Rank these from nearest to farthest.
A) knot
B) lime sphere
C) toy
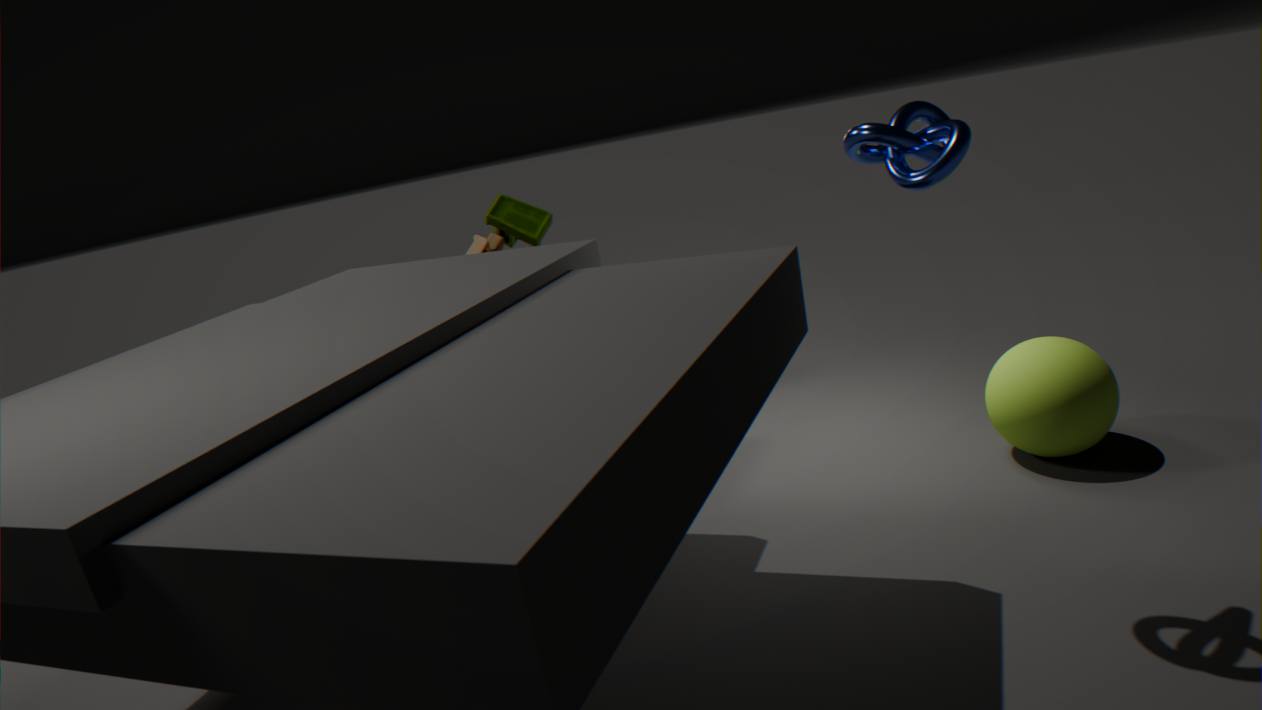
knot < lime sphere < toy
